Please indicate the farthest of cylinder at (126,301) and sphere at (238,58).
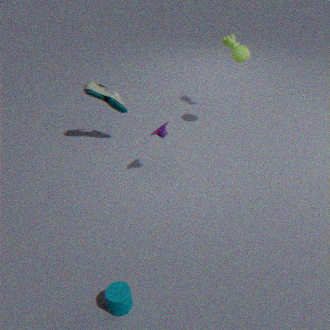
sphere at (238,58)
